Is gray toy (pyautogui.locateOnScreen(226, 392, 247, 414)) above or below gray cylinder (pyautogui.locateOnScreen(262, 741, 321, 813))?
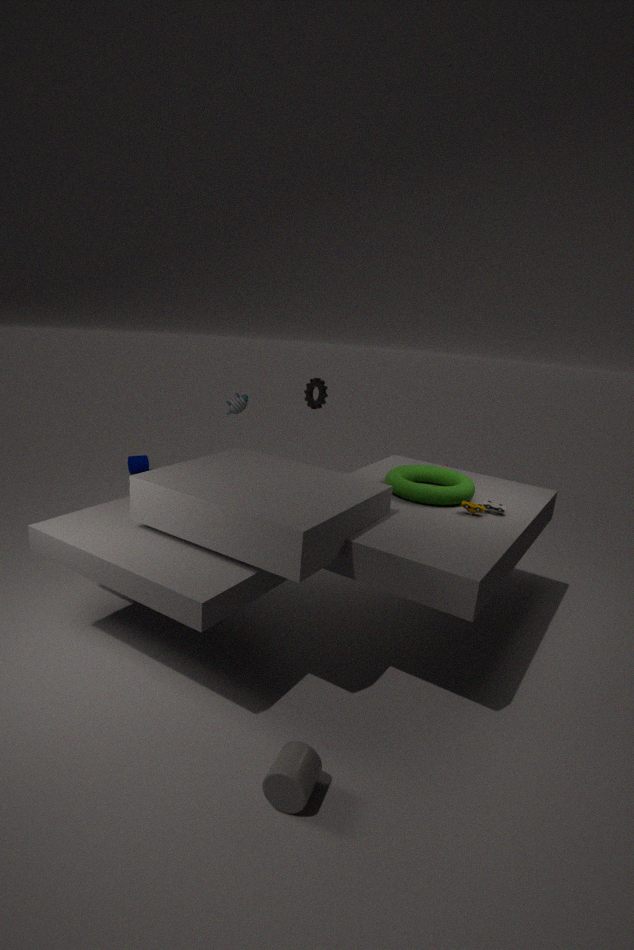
above
